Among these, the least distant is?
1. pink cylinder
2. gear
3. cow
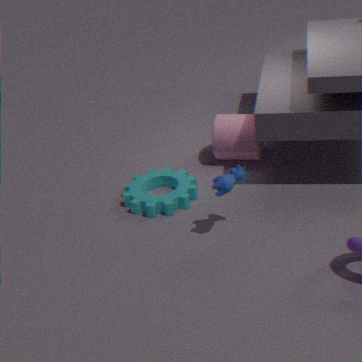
cow
